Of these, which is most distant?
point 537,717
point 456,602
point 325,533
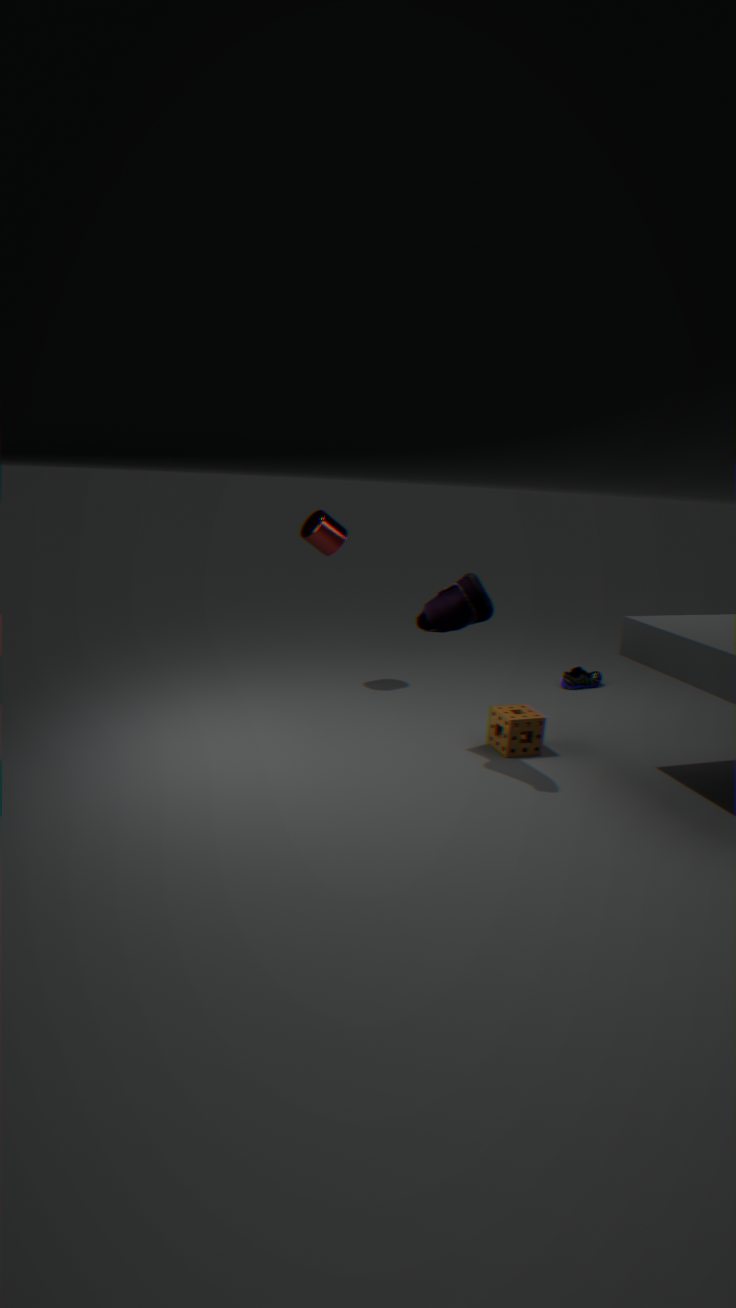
point 325,533
